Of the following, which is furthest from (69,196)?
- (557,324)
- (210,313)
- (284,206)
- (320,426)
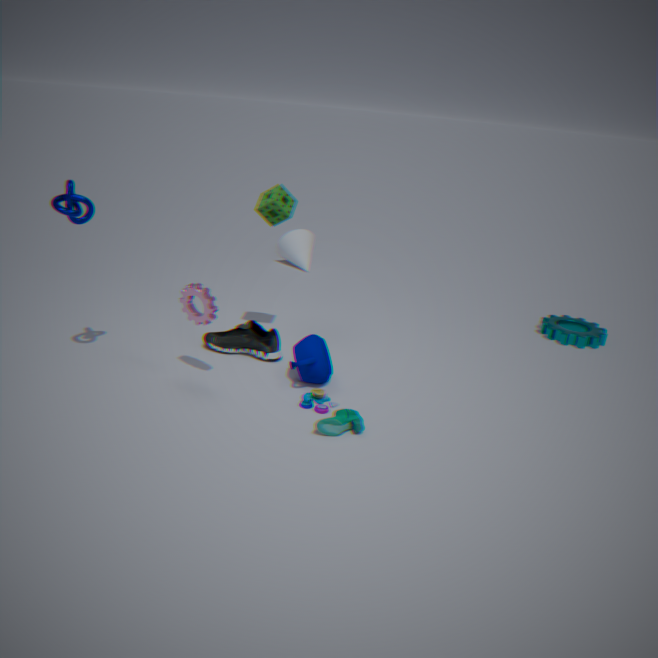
(557,324)
